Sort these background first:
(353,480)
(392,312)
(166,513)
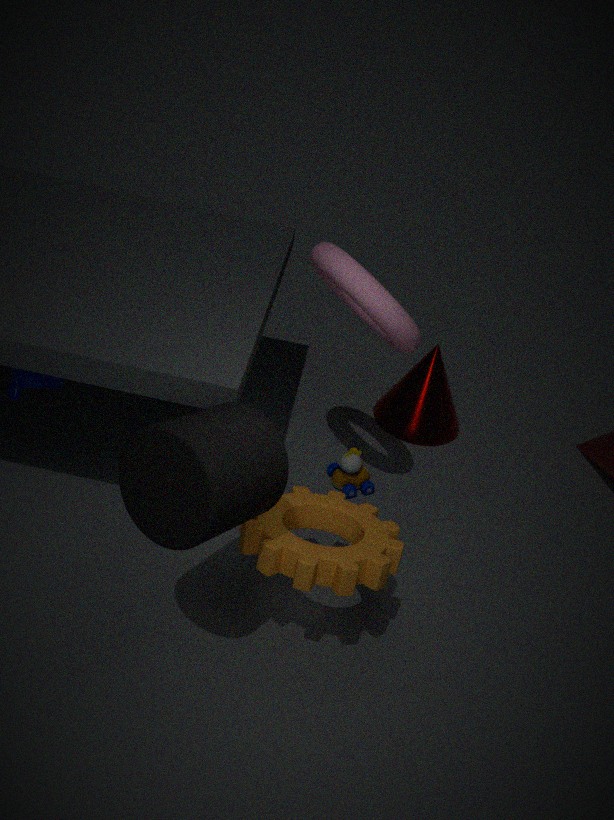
(353,480), (392,312), (166,513)
